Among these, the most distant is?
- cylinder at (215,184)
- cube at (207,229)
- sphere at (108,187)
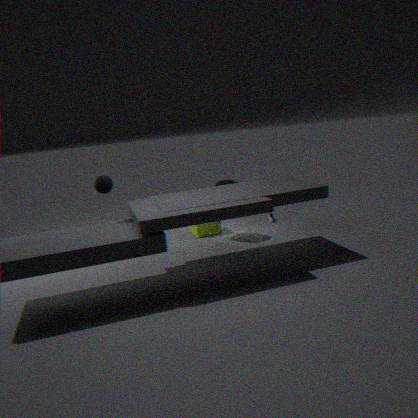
cube at (207,229)
